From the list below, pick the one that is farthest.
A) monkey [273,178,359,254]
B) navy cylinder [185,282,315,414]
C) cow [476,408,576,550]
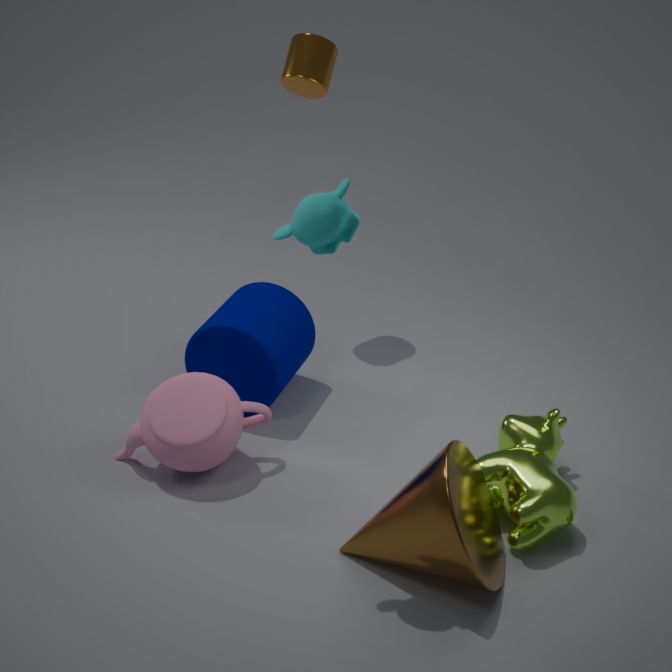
navy cylinder [185,282,315,414]
